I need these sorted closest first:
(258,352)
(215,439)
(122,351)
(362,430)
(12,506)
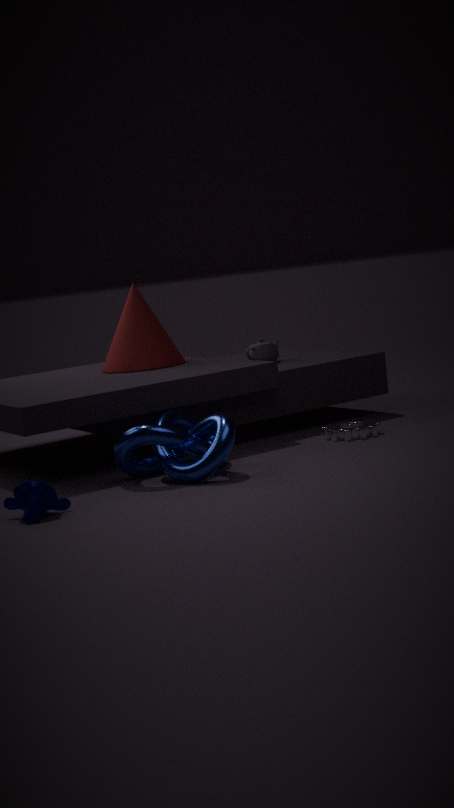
(12,506)
(215,439)
(362,430)
(122,351)
(258,352)
